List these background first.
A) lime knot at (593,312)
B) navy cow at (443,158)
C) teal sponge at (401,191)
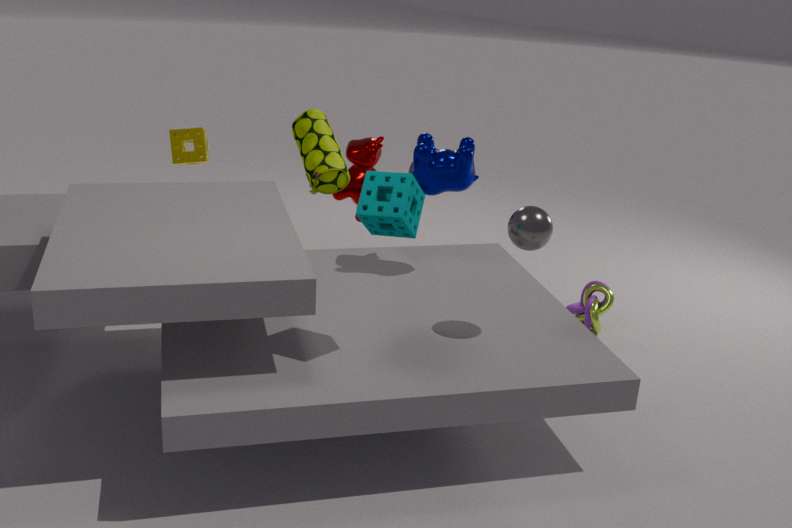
lime knot at (593,312) < navy cow at (443,158) < teal sponge at (401,191)
